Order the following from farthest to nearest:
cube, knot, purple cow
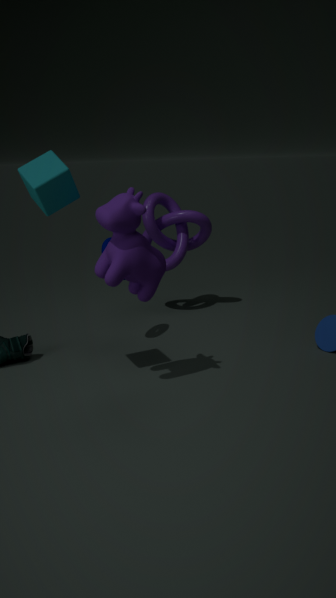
knot → purple cow → cube
